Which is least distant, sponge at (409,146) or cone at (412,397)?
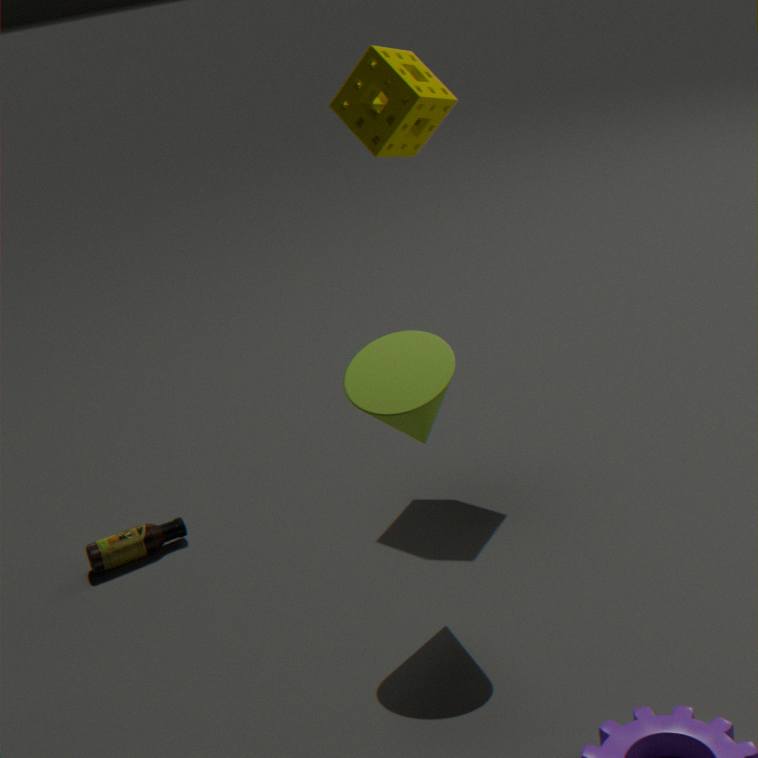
cone at (412,397)
